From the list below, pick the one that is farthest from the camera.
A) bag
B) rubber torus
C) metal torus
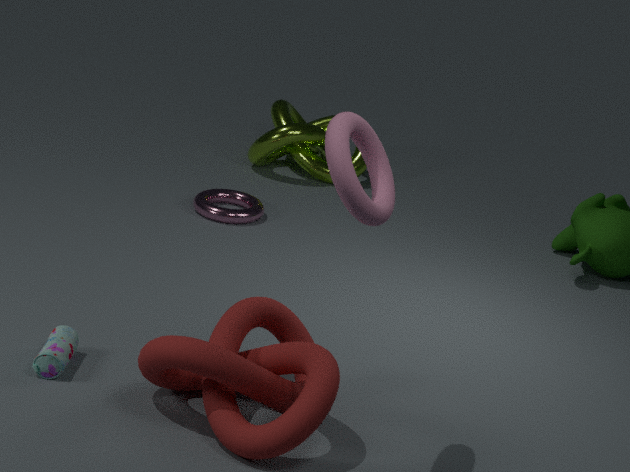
metal torus
